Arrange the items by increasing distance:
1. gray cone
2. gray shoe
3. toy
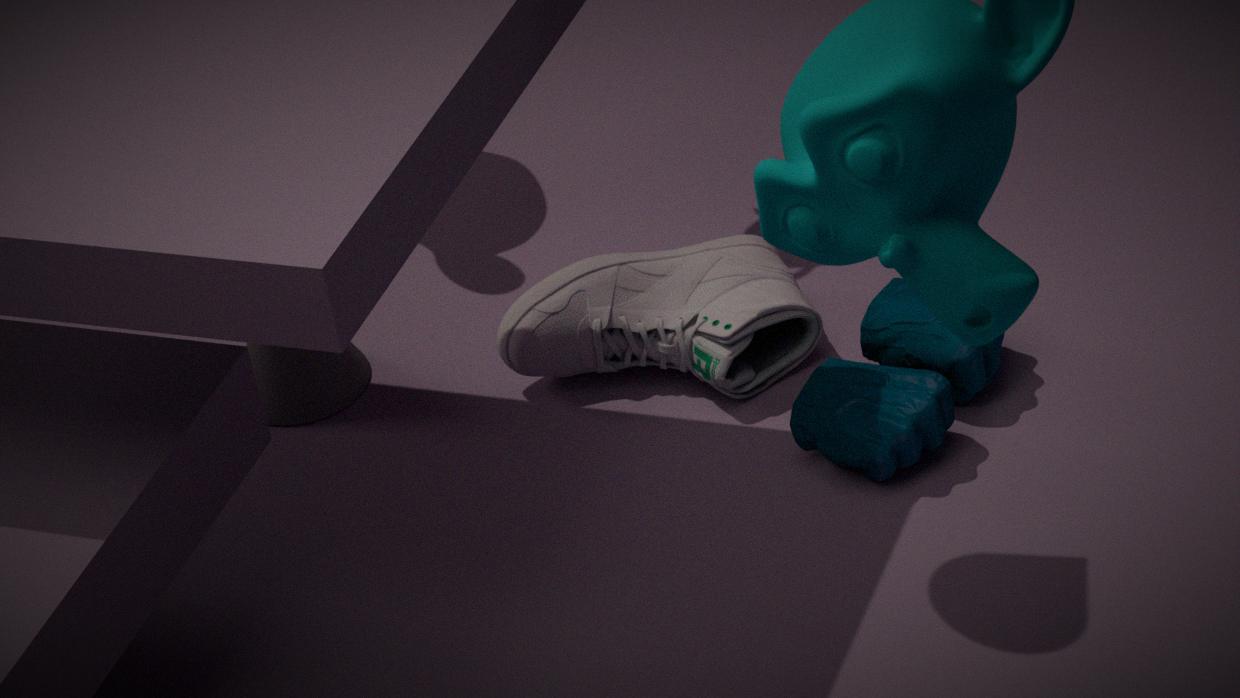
toy < gray shoe < gray cone
